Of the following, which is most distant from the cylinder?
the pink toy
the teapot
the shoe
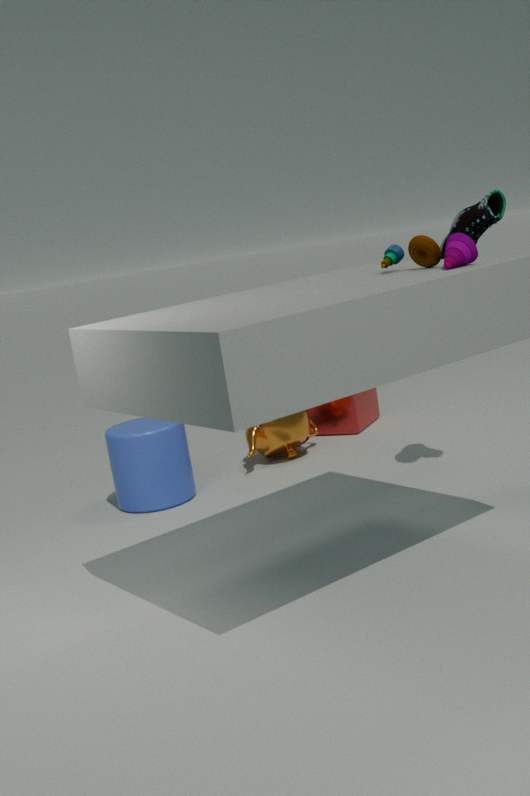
the pink toy
